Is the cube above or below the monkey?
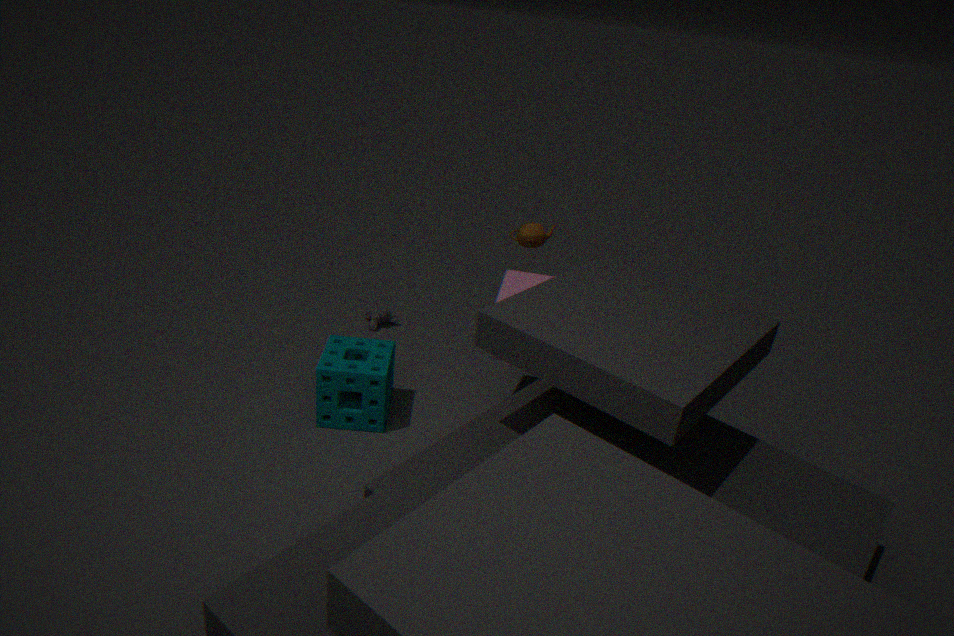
above
